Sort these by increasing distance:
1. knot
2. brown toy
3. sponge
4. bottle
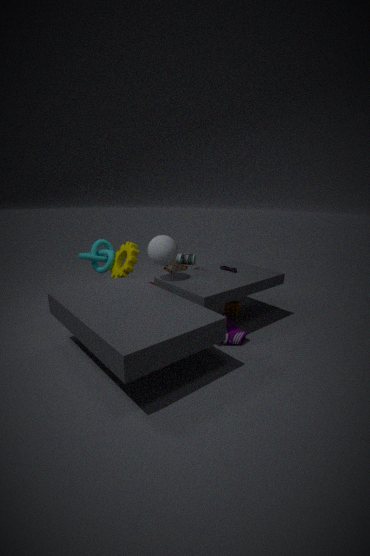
bottle → sponge → knot → brown toy
